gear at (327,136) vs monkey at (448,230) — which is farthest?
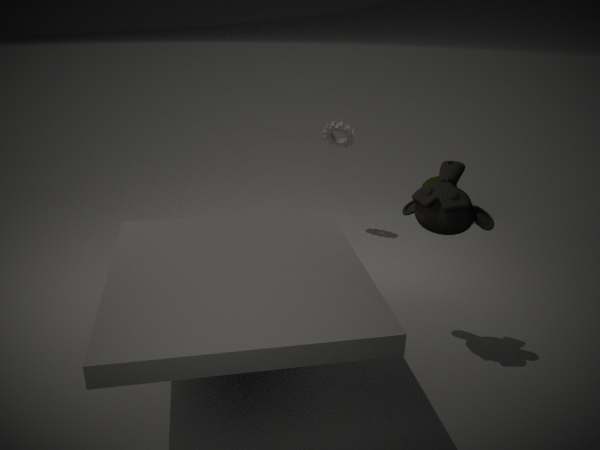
gear at (327,136)
